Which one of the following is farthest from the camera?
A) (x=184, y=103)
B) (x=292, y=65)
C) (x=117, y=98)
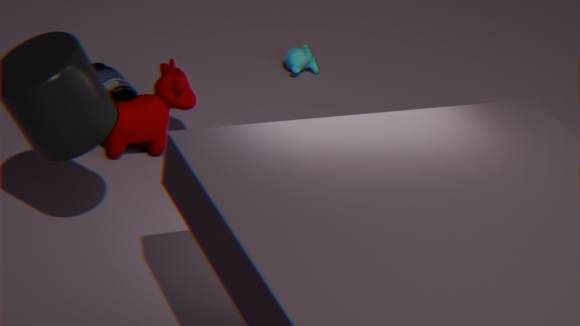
(x=292, y=65)
